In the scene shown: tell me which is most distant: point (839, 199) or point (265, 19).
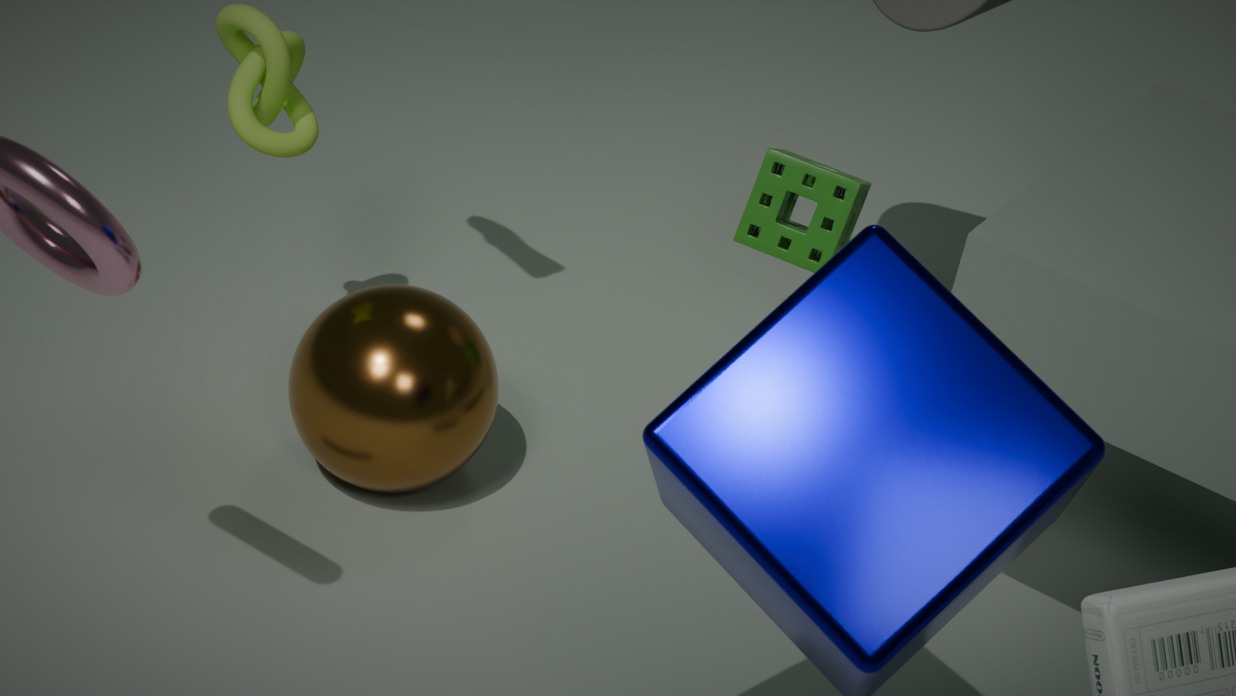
point (839, 199)
